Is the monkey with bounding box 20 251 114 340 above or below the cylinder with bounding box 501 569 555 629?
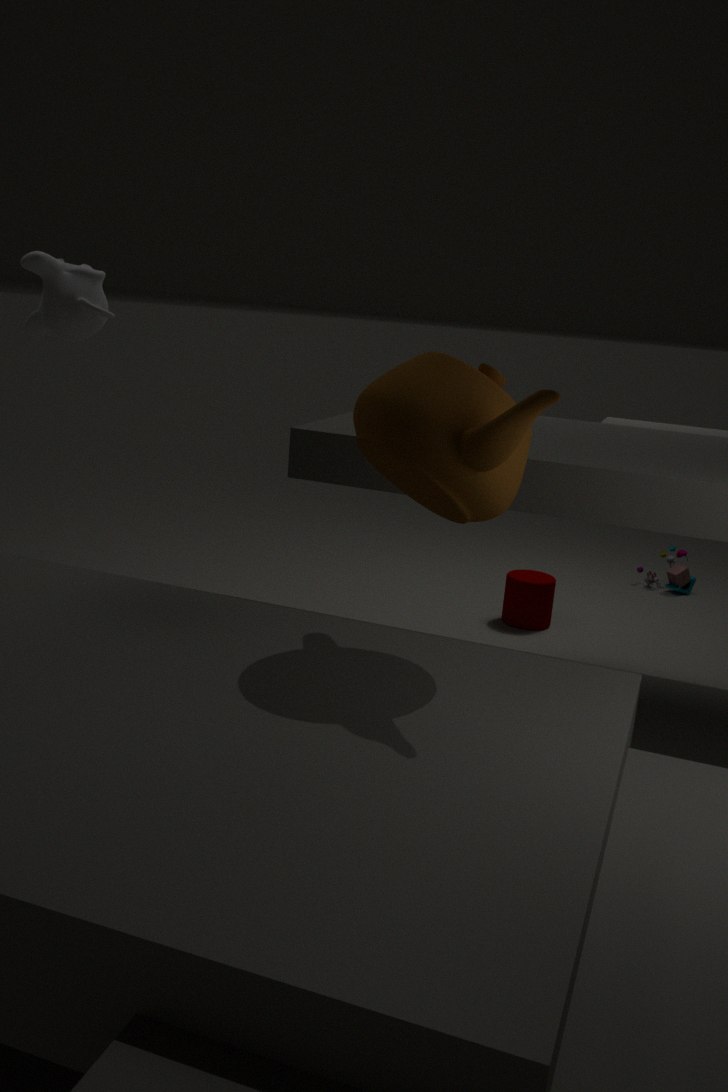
above
